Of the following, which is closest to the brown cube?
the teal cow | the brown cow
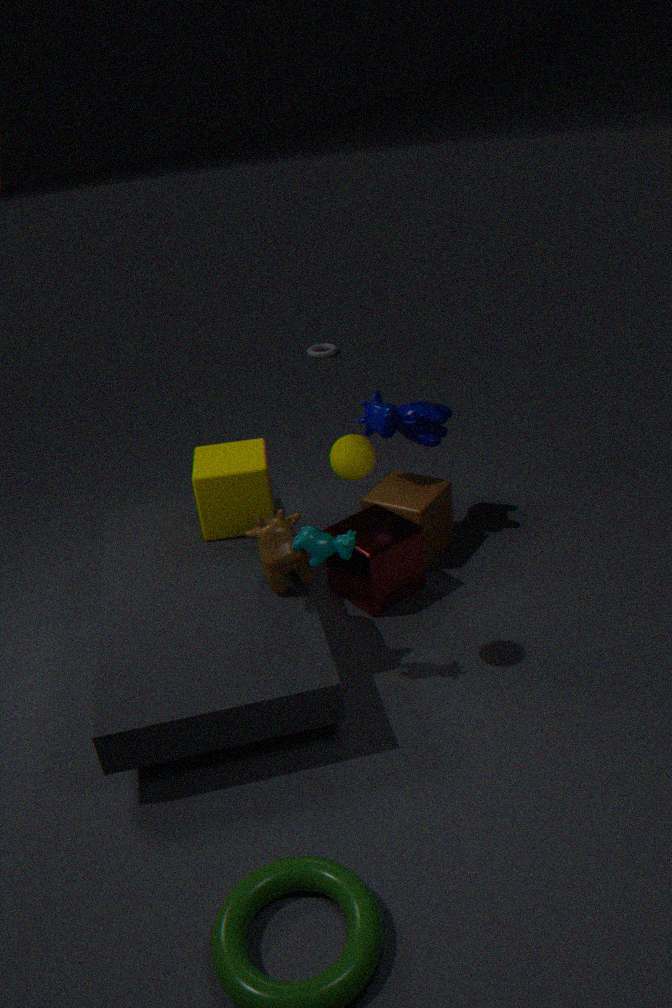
the brown cow
